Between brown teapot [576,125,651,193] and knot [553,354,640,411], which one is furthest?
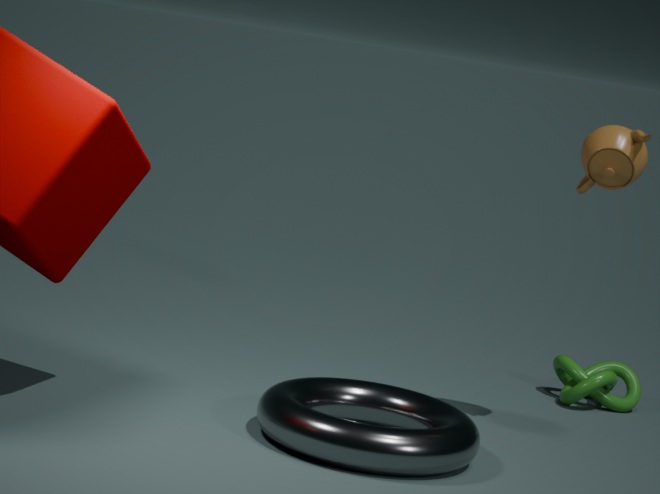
knot [553,354,640,411]
